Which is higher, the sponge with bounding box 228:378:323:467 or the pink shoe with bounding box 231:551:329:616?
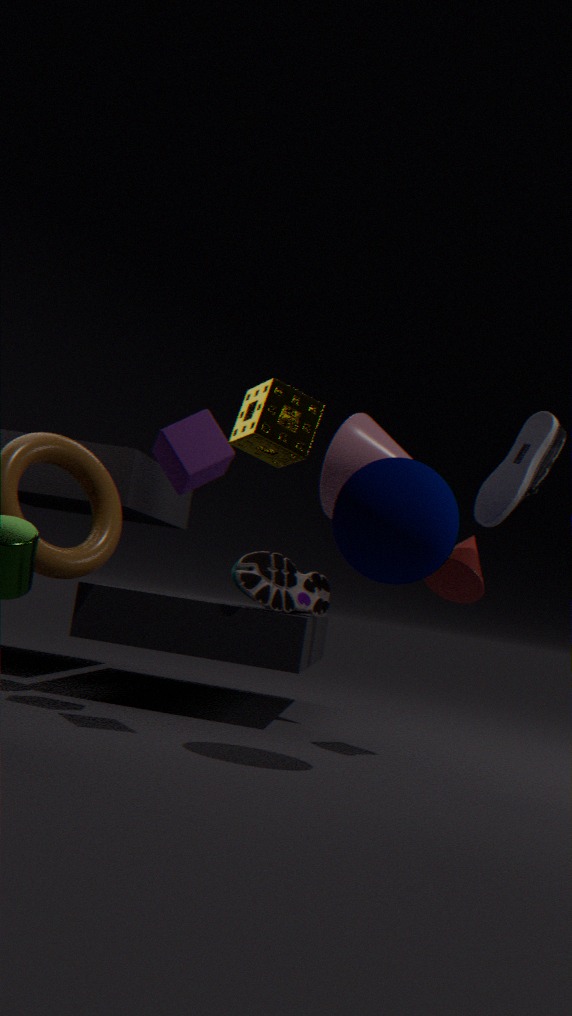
the sponge with bounding box 228:378:323:467
